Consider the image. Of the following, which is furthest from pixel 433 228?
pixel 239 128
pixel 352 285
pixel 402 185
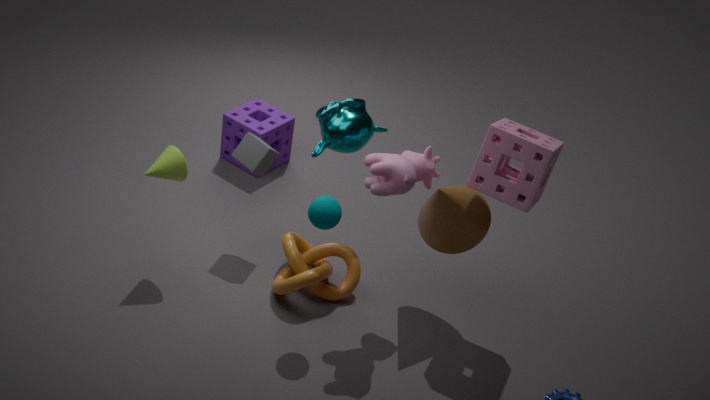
pixel 239 128
